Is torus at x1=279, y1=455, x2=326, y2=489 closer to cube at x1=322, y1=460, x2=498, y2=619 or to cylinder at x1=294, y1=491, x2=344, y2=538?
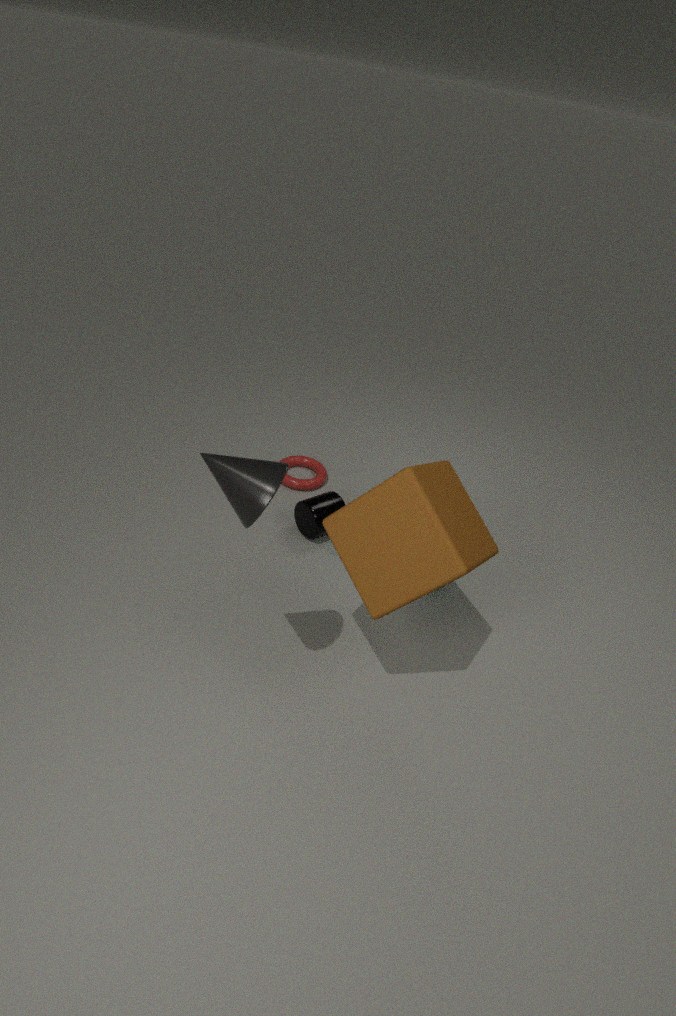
cylinder at x1=294, y1=491, x2=344, y2=538
